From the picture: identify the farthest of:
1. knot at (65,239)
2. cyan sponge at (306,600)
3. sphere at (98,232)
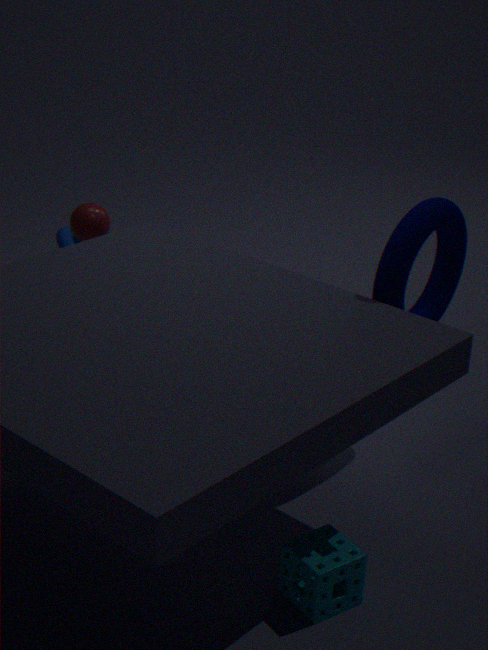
knot at (65,239)
